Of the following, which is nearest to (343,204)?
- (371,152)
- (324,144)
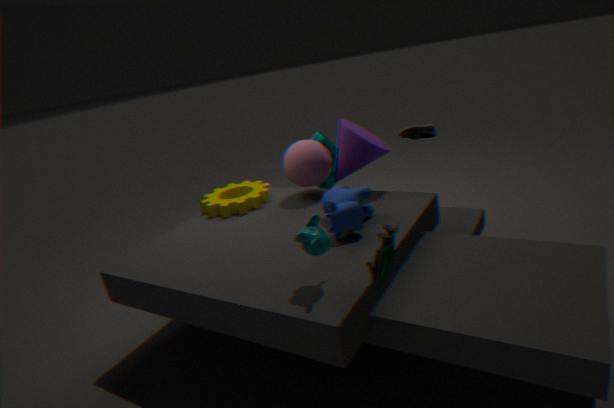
(371,152)
